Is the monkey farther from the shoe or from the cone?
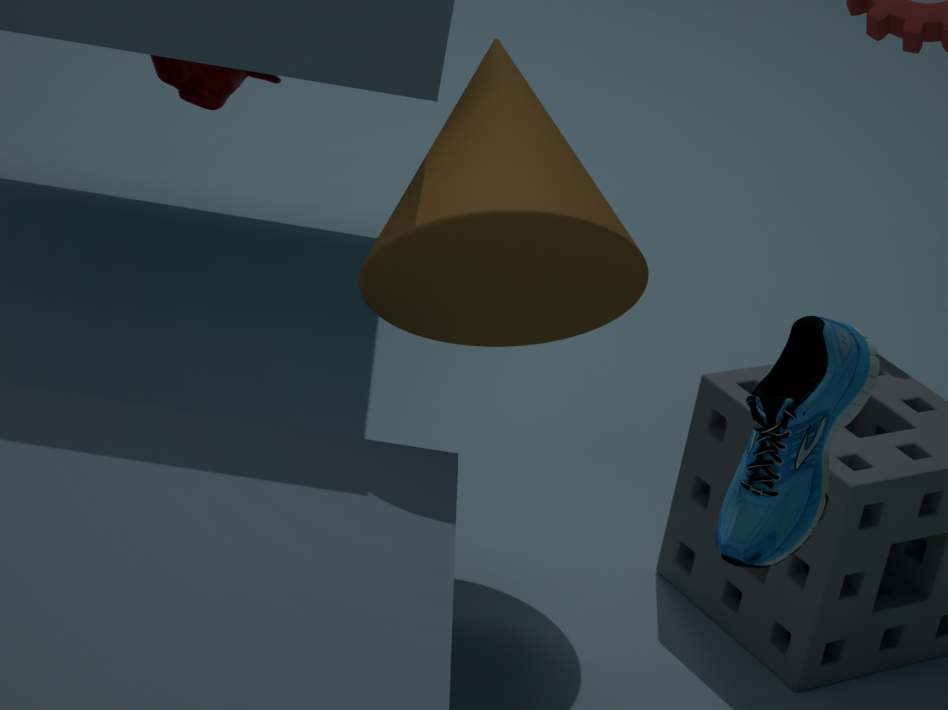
the shoe
